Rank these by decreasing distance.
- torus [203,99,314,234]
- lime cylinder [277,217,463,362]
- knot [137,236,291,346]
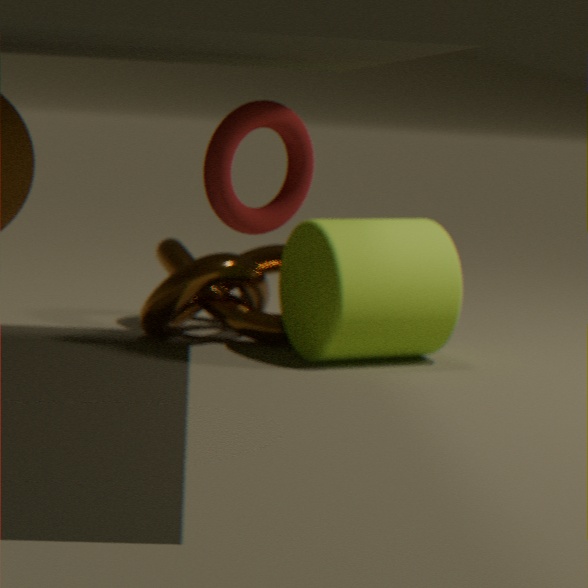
1. knot [137,236,291,346]
2. lime cylinder [277,217,463,362]
3. torus [203,99,314,234]
